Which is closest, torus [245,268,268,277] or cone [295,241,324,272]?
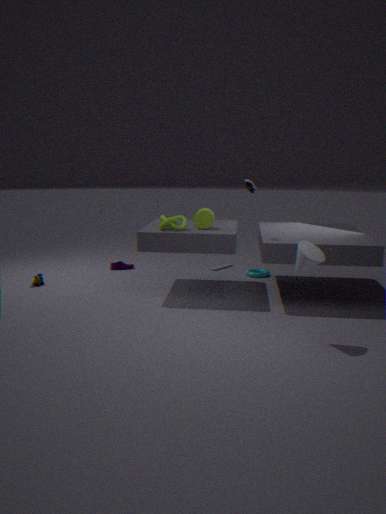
cone [295,241,324,272]
